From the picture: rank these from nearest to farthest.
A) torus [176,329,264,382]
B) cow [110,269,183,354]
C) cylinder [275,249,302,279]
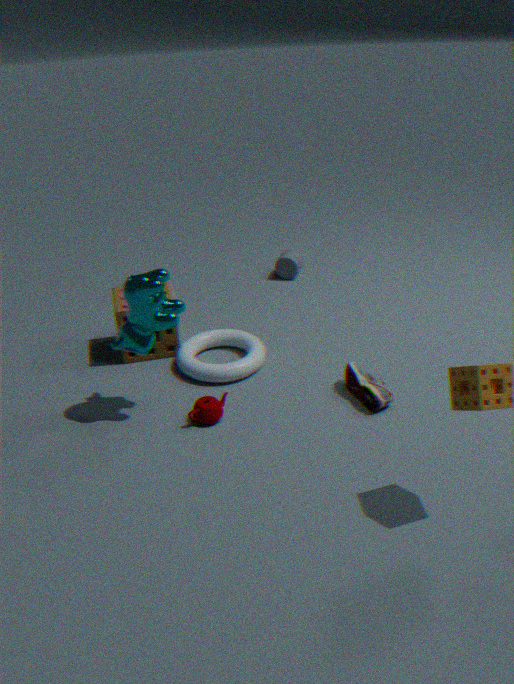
cow [110,269,183,354] → torus [176,329,264,382] → cylinder [275,249,302,279]
